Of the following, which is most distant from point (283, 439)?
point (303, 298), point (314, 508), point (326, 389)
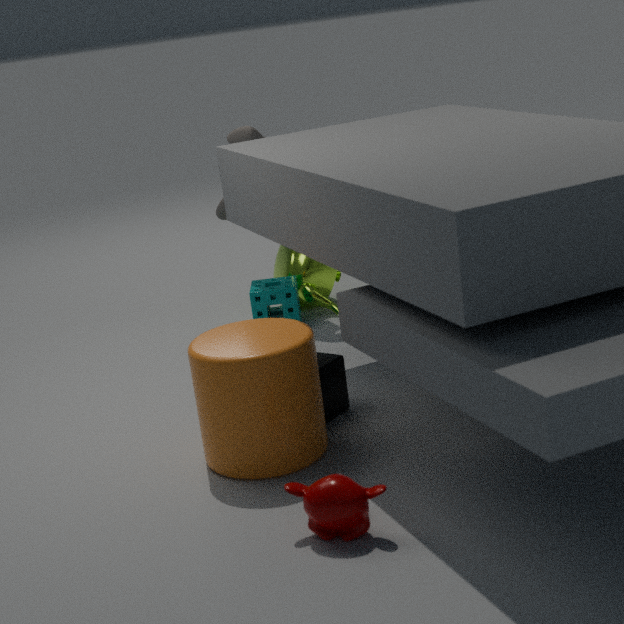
point (303, 298)
